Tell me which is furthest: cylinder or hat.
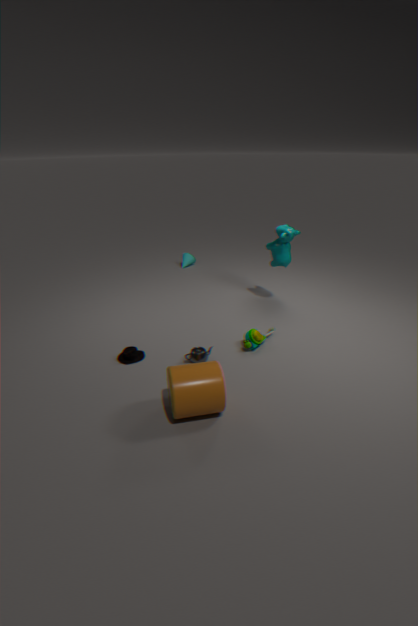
hat
